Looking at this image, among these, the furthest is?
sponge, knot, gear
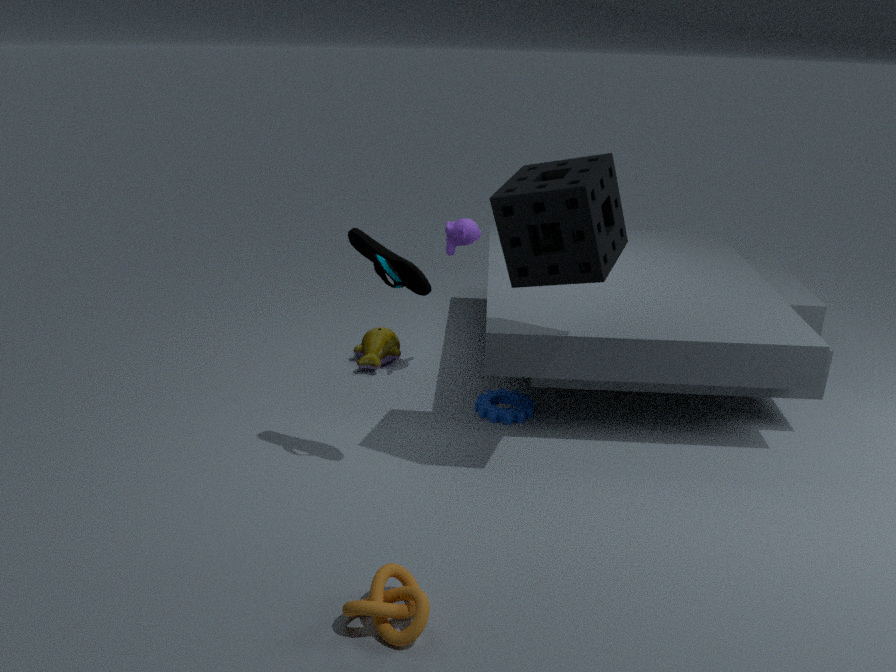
gear
